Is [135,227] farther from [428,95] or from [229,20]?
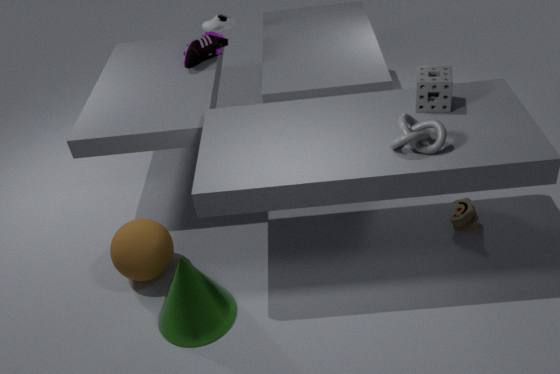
[229,20]
